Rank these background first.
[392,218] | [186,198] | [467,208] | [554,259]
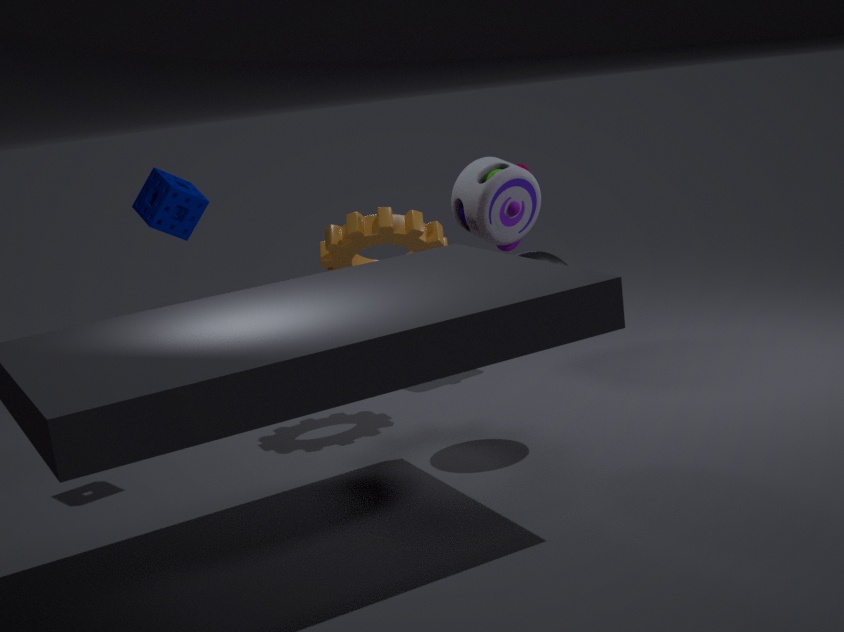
[467,208]
[392,218]
[186,198]
[554,259]
